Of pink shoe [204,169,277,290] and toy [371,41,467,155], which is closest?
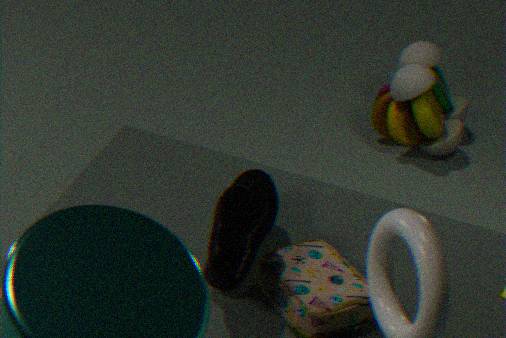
pink shoe [204,169,277,290]
